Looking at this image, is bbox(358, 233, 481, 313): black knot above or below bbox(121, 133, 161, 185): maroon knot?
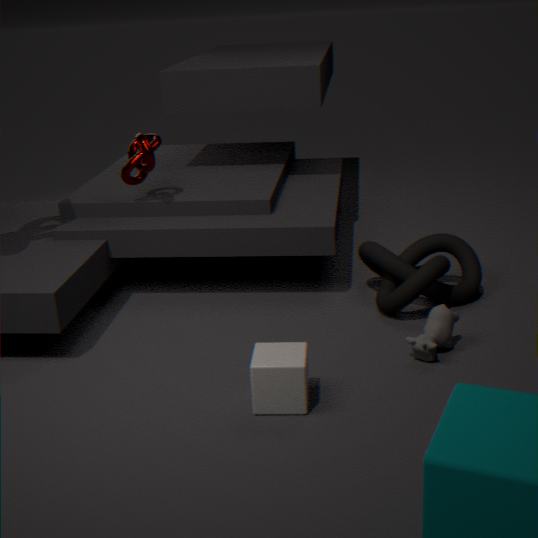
below
